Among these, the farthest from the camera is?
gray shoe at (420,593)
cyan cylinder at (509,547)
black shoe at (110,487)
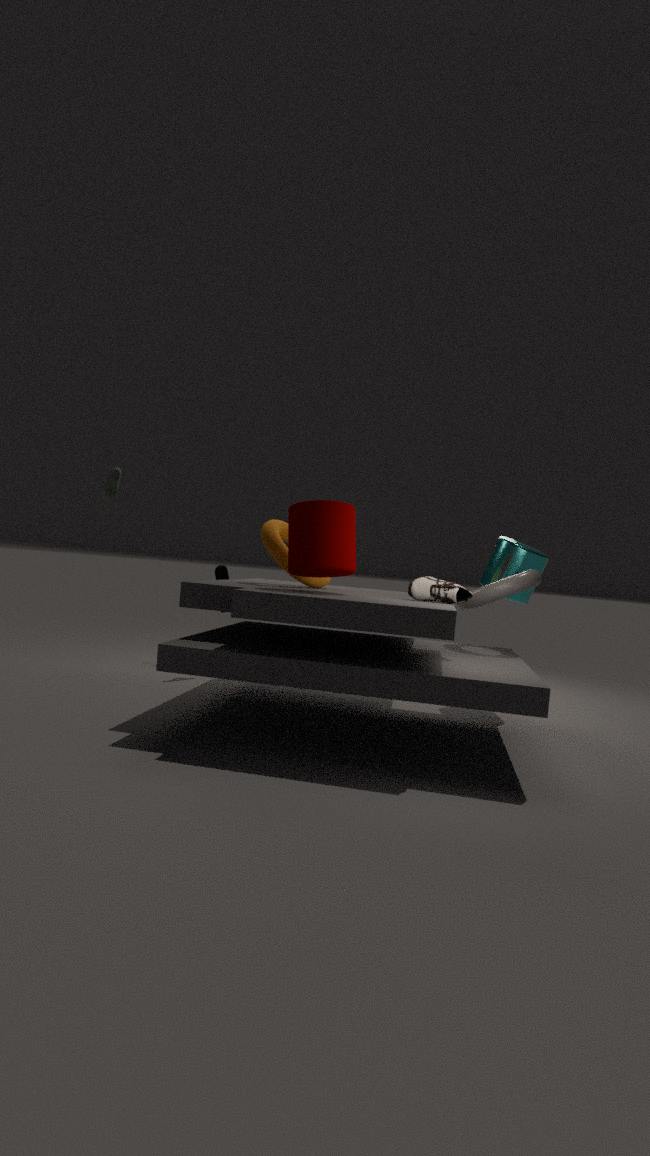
cyan cylinder at (509,547)
